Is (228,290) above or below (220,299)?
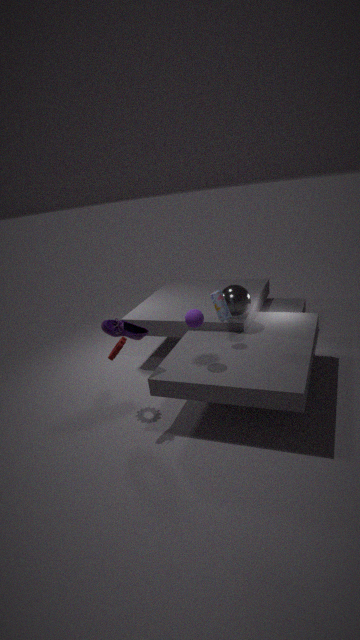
below
